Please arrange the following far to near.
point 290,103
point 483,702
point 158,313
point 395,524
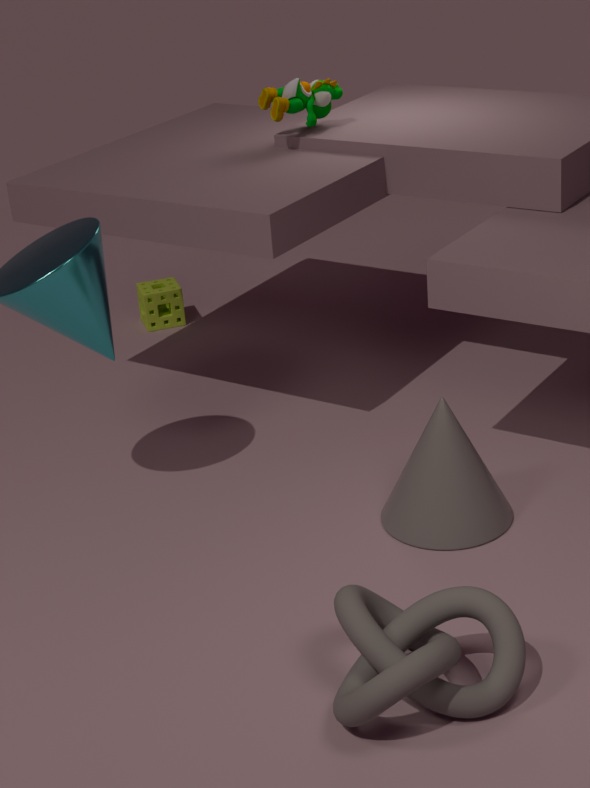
point 158,313 → point 290,103 → point 395,524 → point 483,702
